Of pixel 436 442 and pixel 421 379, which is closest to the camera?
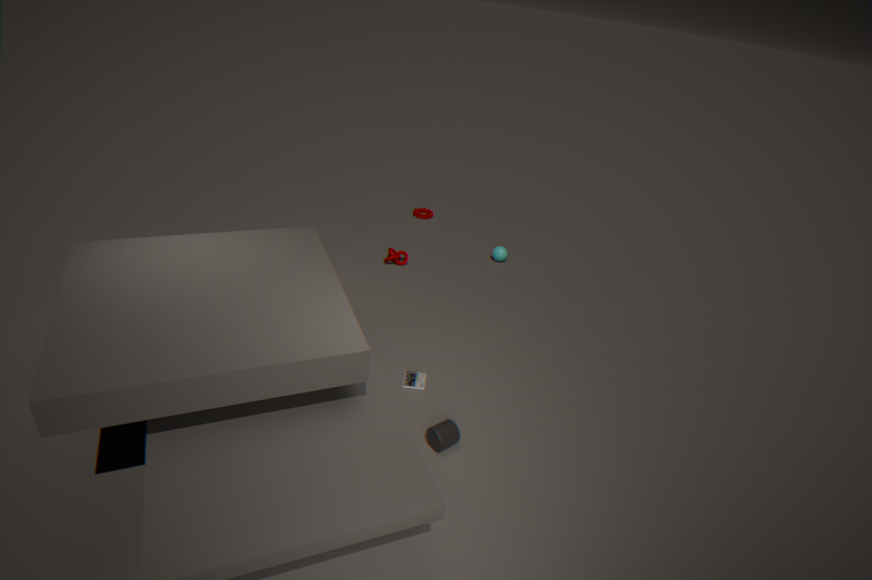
pixel 436 442
